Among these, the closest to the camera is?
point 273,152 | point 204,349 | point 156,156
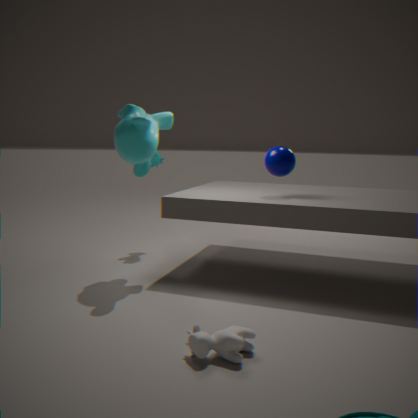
point 204,349
